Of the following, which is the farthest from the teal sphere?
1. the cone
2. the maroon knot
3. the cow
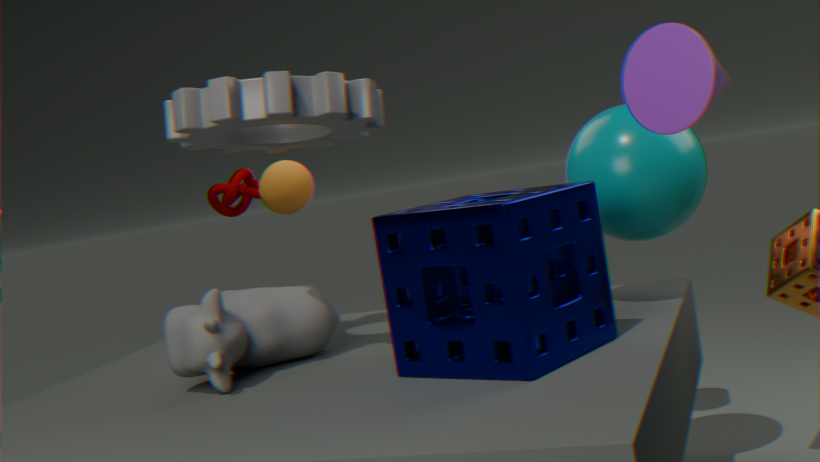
the maroon knot
